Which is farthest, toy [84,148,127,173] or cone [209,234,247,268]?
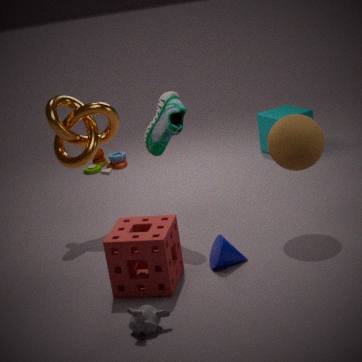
toy [84,148,127,173]
